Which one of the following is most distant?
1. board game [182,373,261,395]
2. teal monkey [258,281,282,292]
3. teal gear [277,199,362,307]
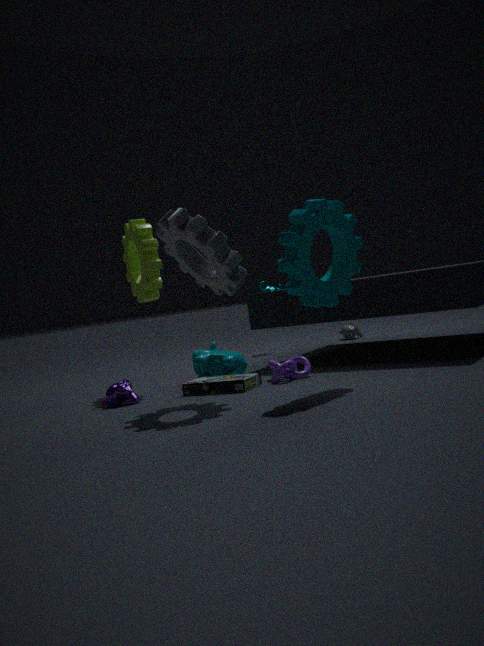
teal monkey [258,281,282,292]
